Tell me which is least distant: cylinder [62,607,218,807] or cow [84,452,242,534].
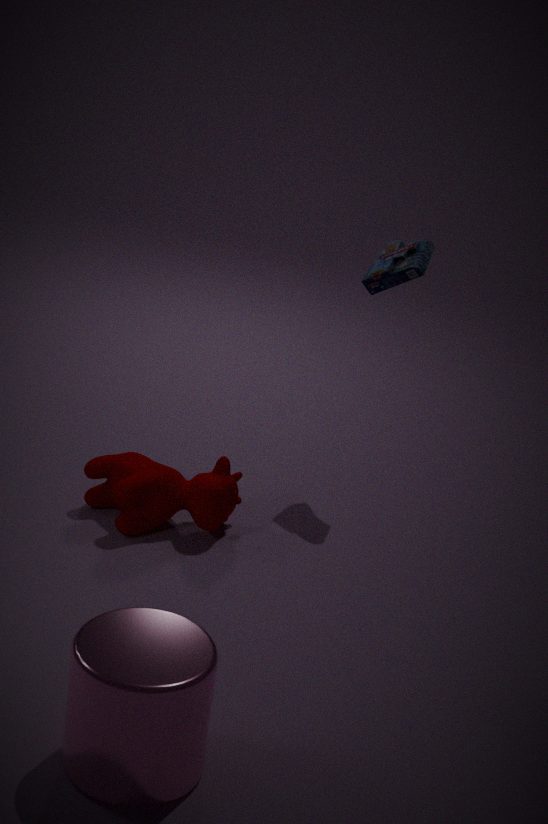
cylinder [62,607,218,807]
